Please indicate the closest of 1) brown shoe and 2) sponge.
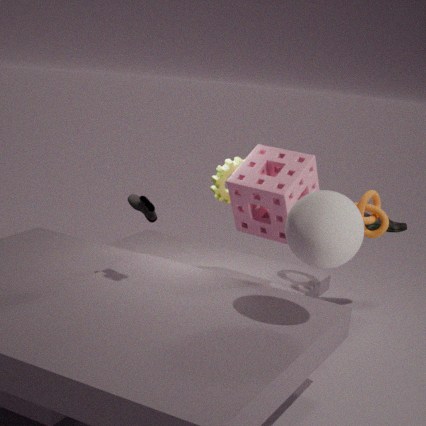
2. sponge
